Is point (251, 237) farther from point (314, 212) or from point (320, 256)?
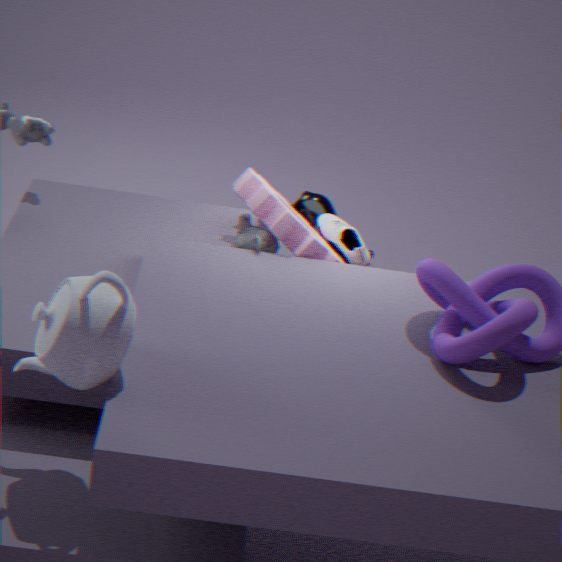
point (314, 212)
